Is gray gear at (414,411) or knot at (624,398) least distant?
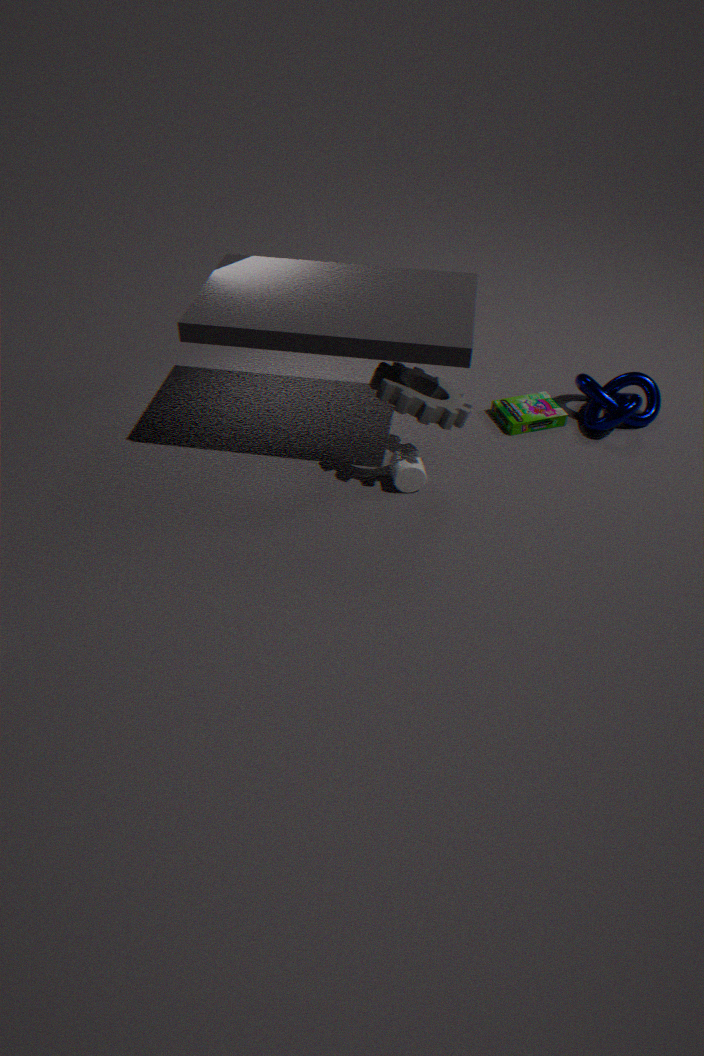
gray gear at (414,411)
